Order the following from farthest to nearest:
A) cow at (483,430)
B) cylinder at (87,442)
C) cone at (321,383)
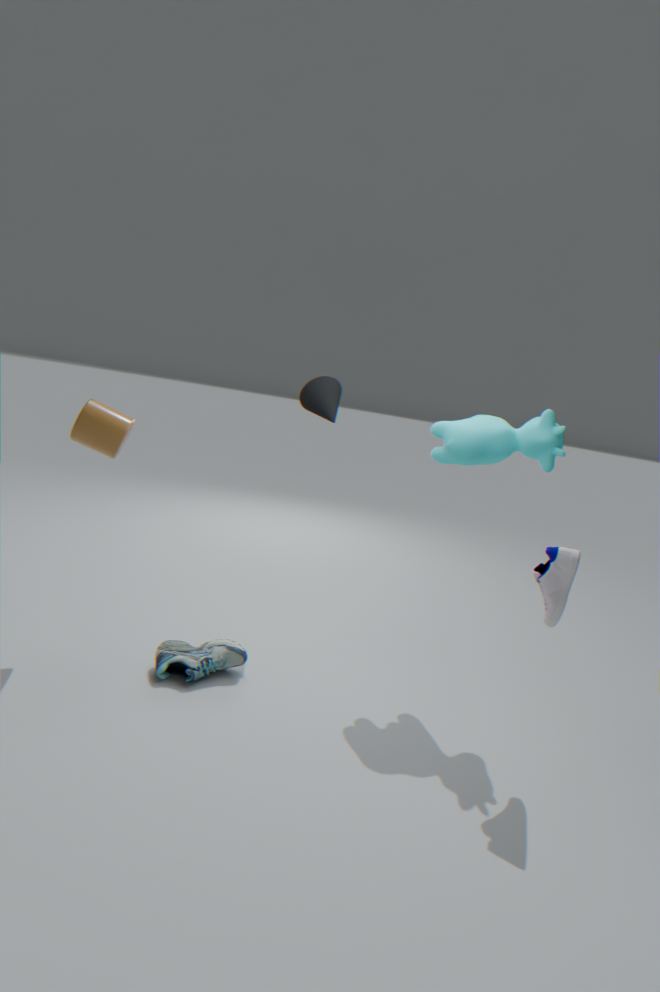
cone at (321,383)
cow at (483,430)
cylinder at (87,442)
